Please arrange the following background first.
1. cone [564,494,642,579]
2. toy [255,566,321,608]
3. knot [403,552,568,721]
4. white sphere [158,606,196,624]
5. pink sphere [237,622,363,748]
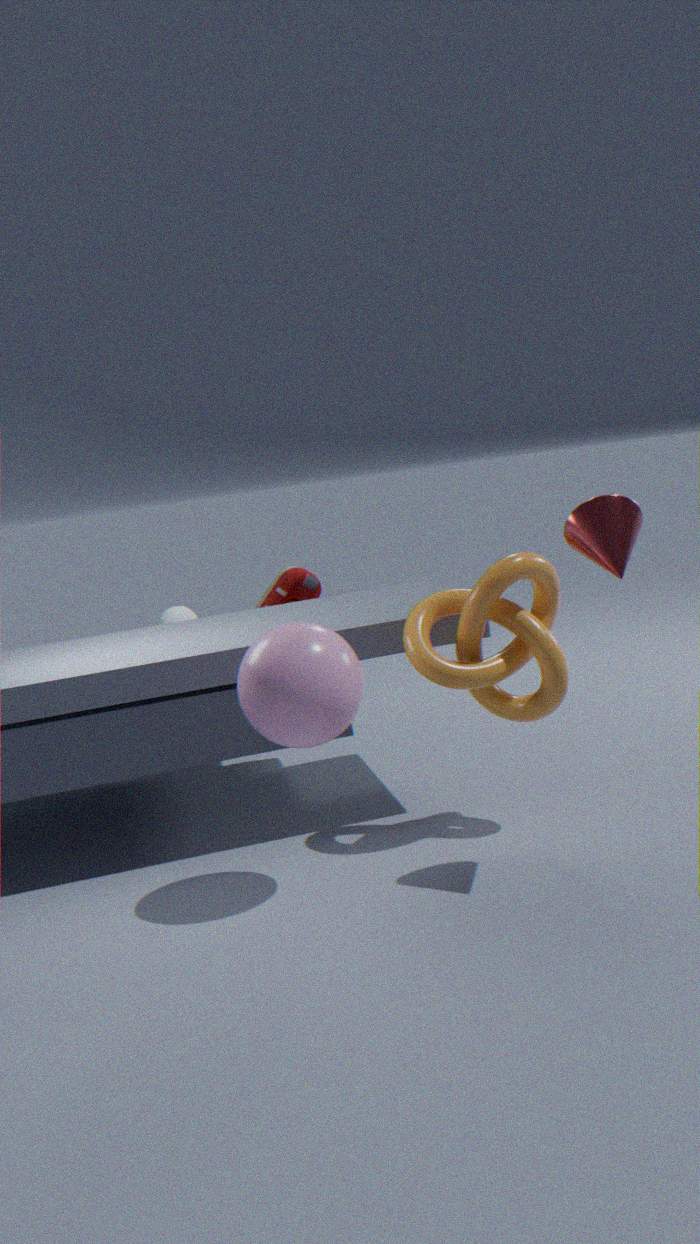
white sphere [158,606,196,624]
toy [255,566,321,608]
knot [403,552,568,721]
pink sphere [237,622,363,748]
cone [564,494,642,579]
